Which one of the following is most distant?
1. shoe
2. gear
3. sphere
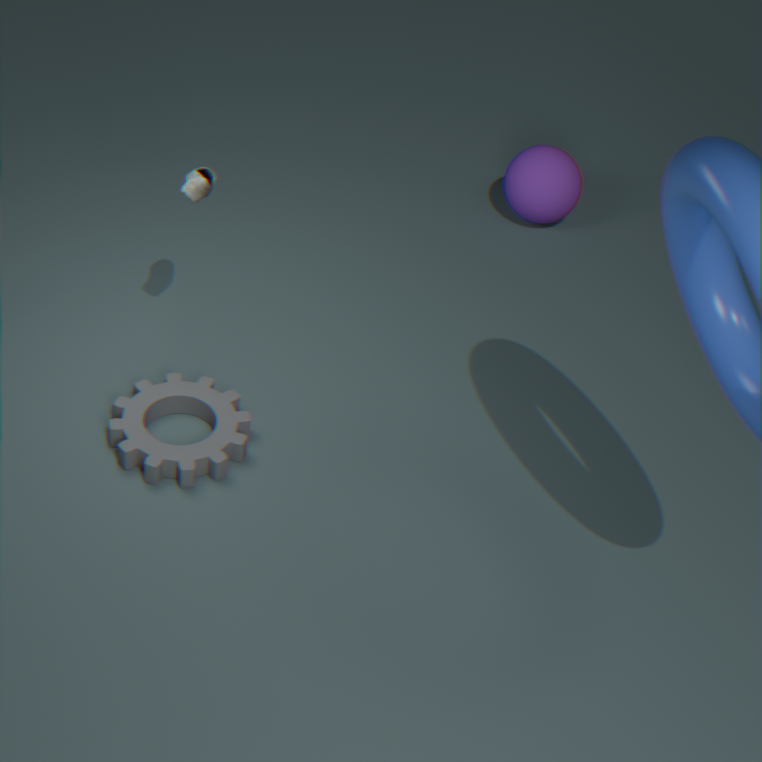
sphere
